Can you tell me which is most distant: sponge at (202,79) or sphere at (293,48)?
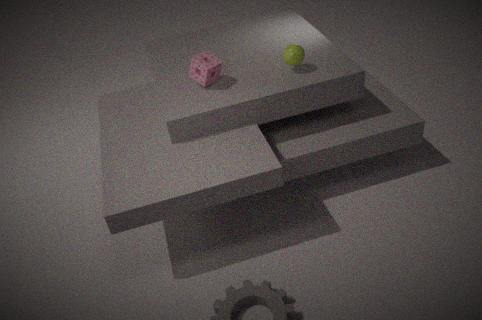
sphere at (293,48)
